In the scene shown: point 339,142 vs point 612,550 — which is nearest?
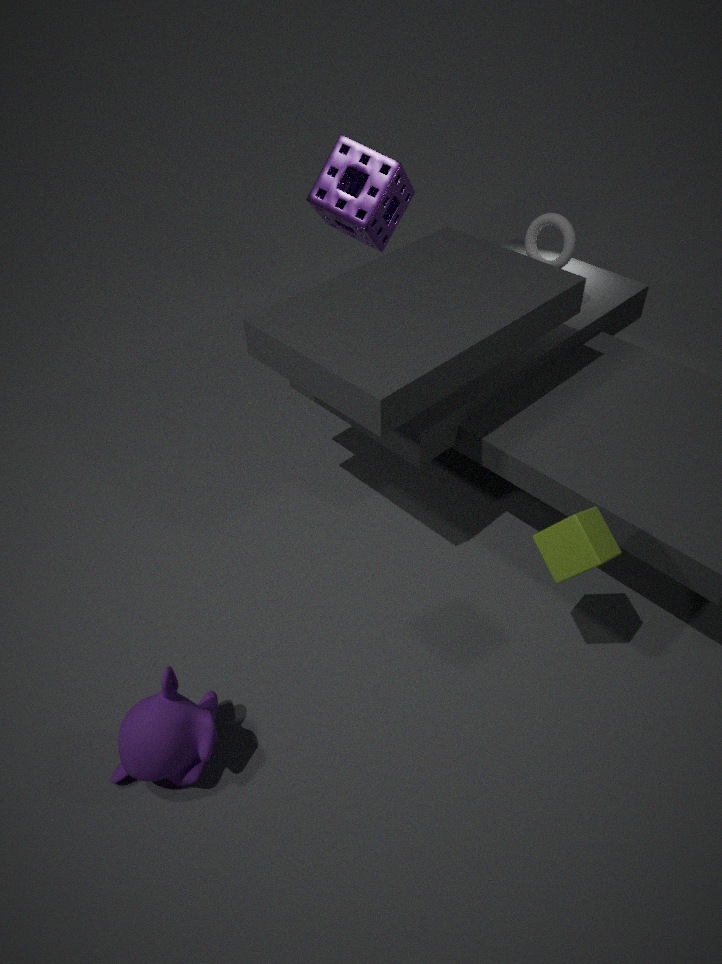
point 612,550
